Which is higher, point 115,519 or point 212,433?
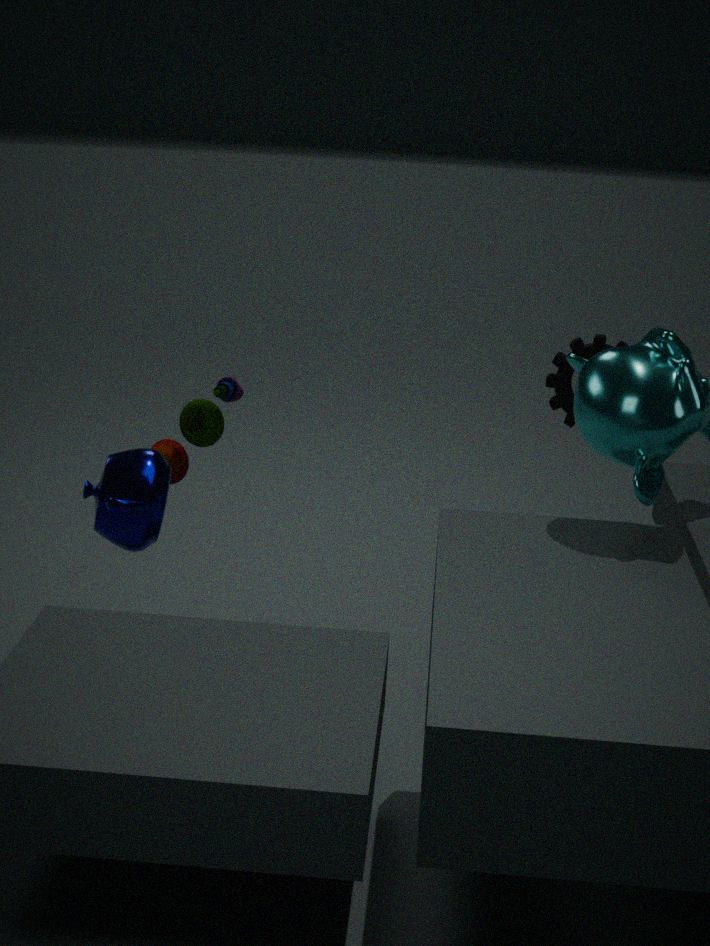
point 115,519
